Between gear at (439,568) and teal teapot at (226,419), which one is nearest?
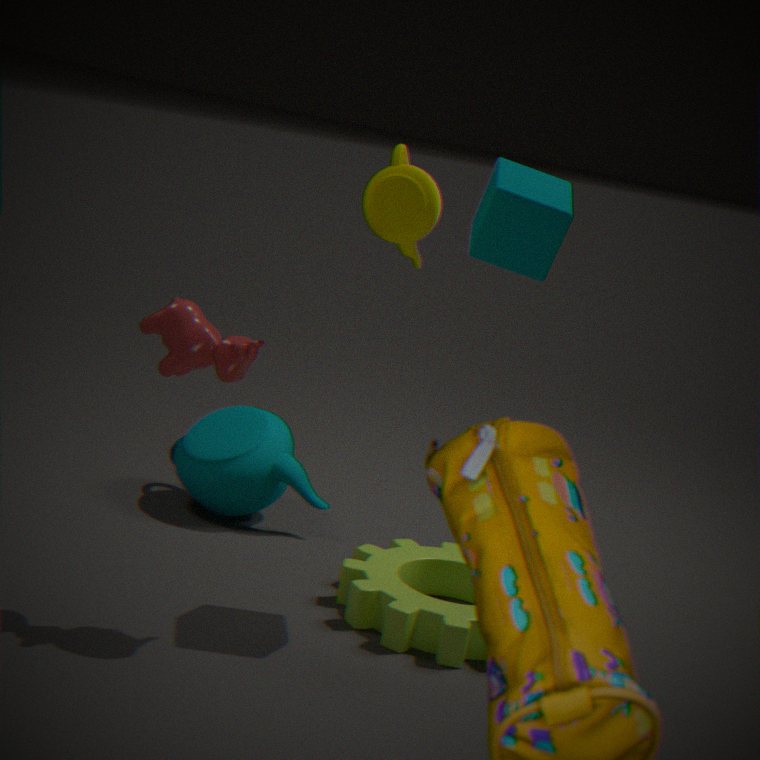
gear at (439,568)
